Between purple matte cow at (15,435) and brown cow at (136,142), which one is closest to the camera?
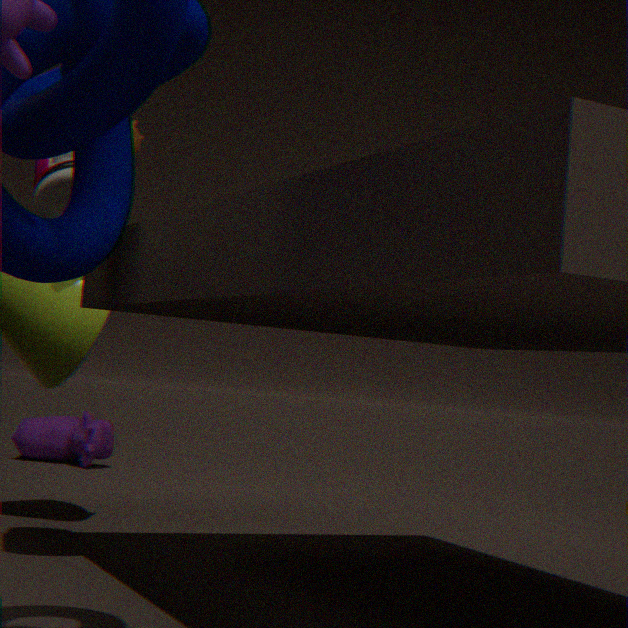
brown cow at (136,142)
